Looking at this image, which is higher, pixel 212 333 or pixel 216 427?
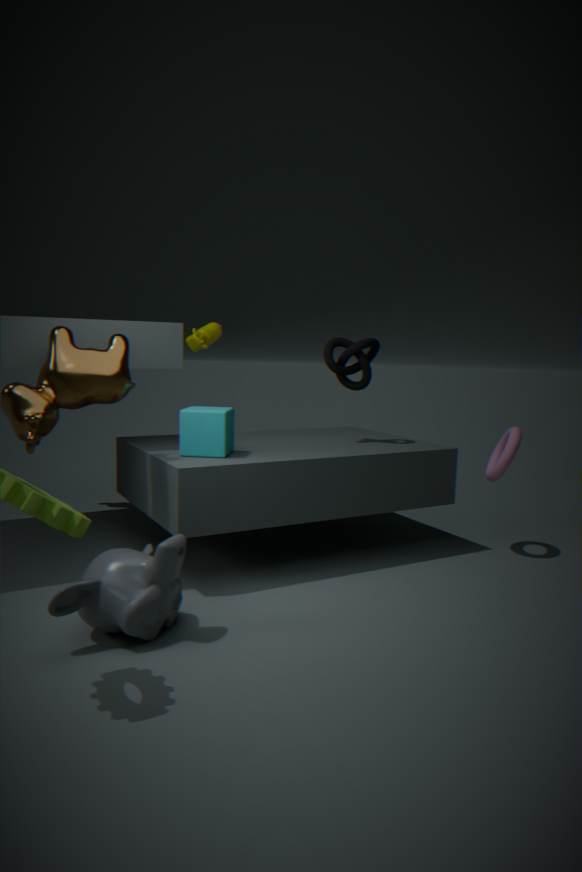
pixel 212 333
